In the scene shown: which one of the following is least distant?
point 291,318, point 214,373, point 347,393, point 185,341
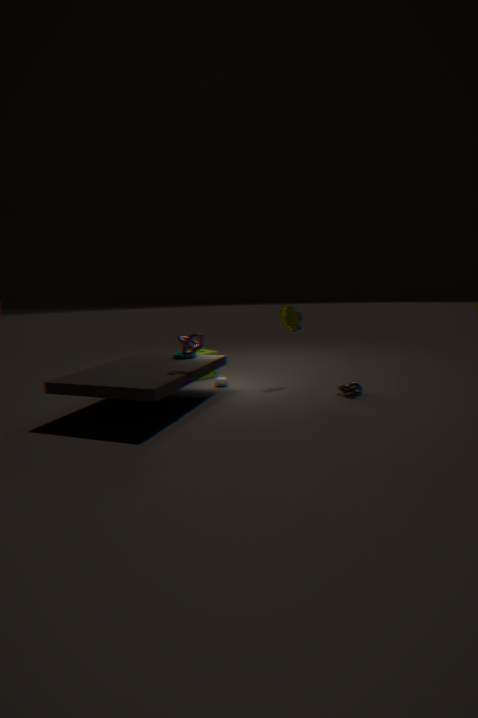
point 185,341
